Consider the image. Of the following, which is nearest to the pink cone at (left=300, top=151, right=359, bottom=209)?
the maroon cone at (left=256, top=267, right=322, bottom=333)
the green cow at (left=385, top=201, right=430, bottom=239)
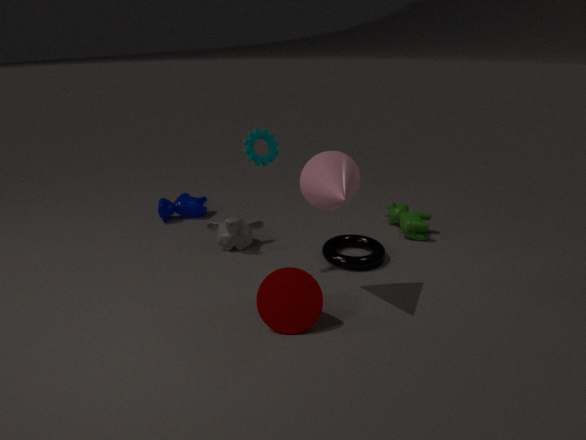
the maroon cone at (left=256, top=267, right=322, bottom=333)
